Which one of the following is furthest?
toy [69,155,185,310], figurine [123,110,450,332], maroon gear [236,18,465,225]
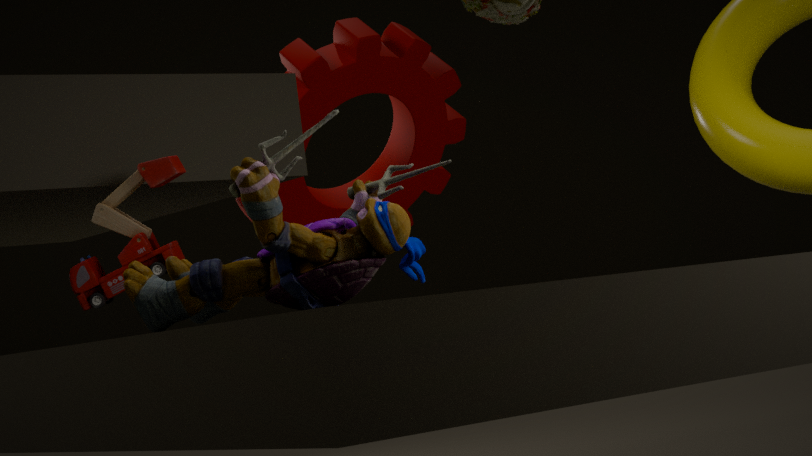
maroon gear [236,18,465,225]
